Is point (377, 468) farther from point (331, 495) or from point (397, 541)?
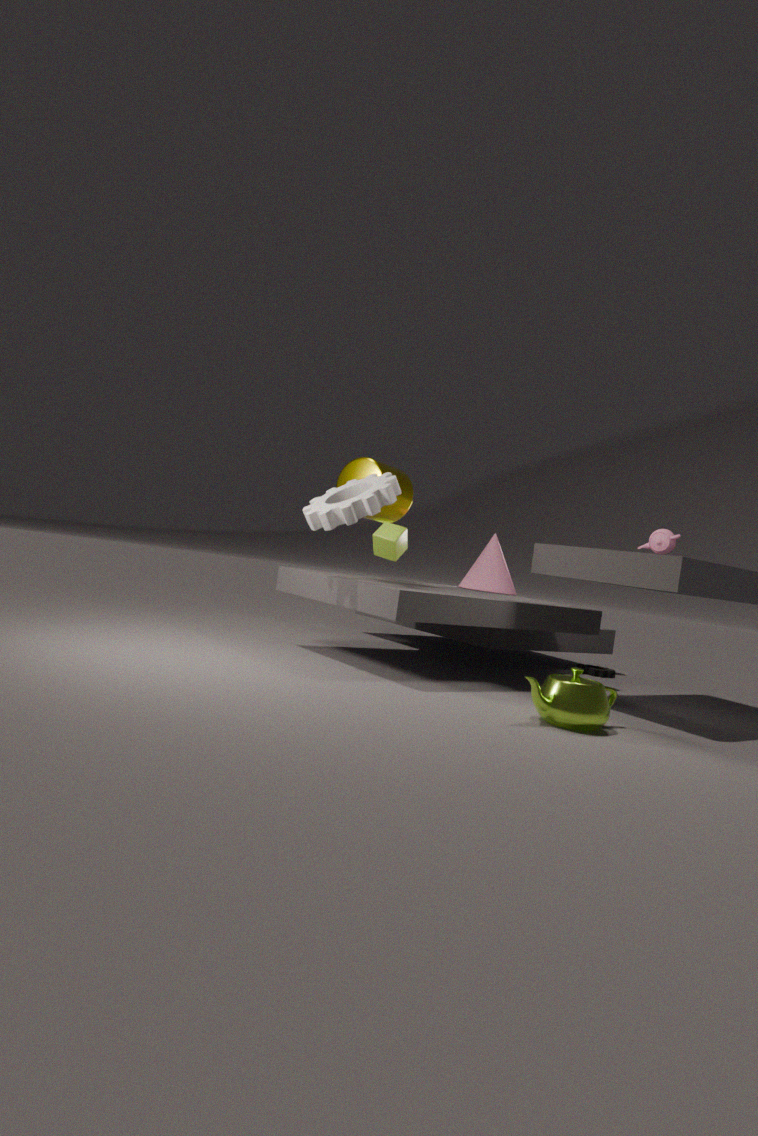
point (397, 541)
